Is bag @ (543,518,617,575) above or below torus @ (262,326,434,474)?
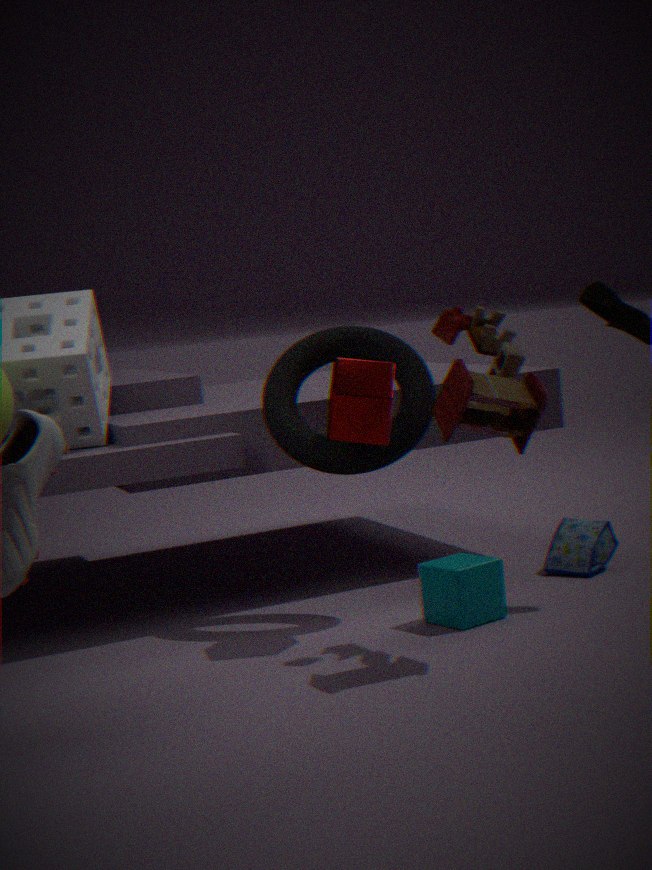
below
